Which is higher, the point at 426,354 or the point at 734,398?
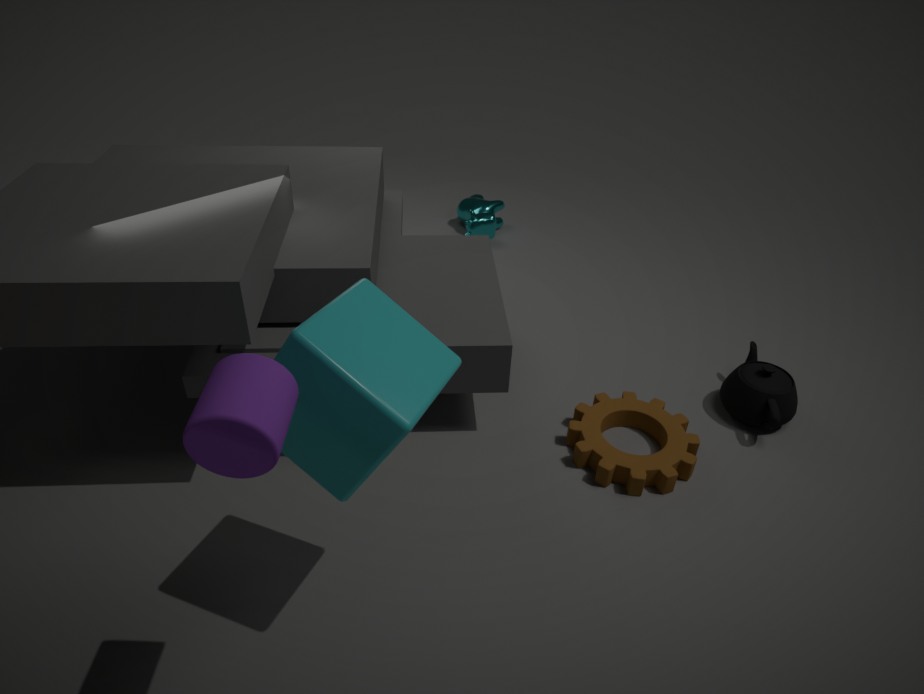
the point at 426,354
